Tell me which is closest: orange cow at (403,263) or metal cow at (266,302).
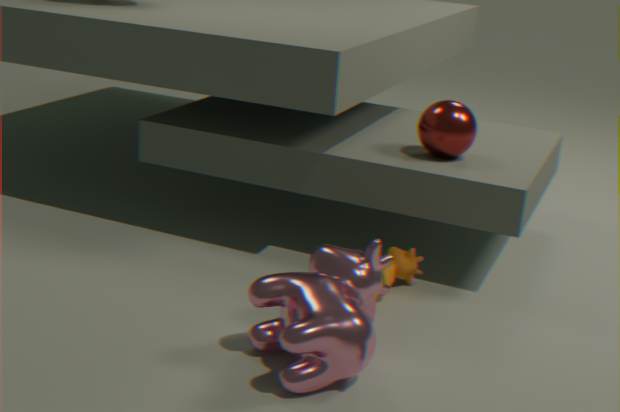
metal cow at (266,302)
